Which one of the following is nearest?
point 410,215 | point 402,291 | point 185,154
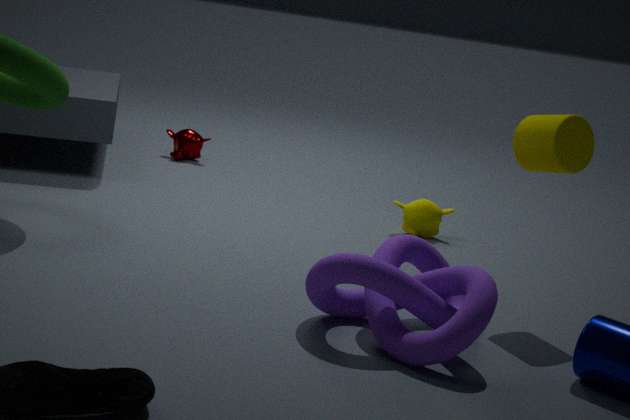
point 402,291
